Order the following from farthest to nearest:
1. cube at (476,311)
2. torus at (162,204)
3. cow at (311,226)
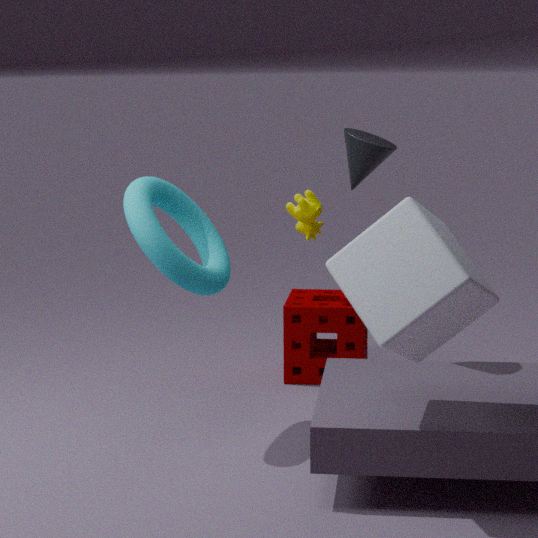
cow at (311,226) → torus at (162,204) → cube at (476,311)
